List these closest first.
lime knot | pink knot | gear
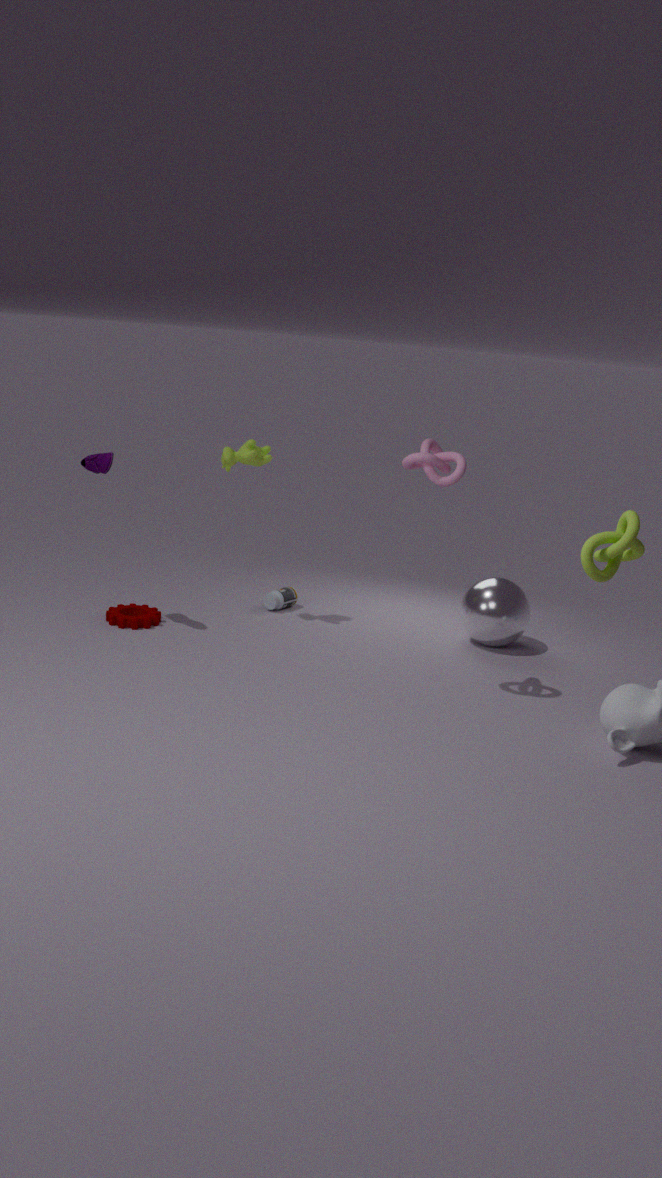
lime knot, pink knot, gear
